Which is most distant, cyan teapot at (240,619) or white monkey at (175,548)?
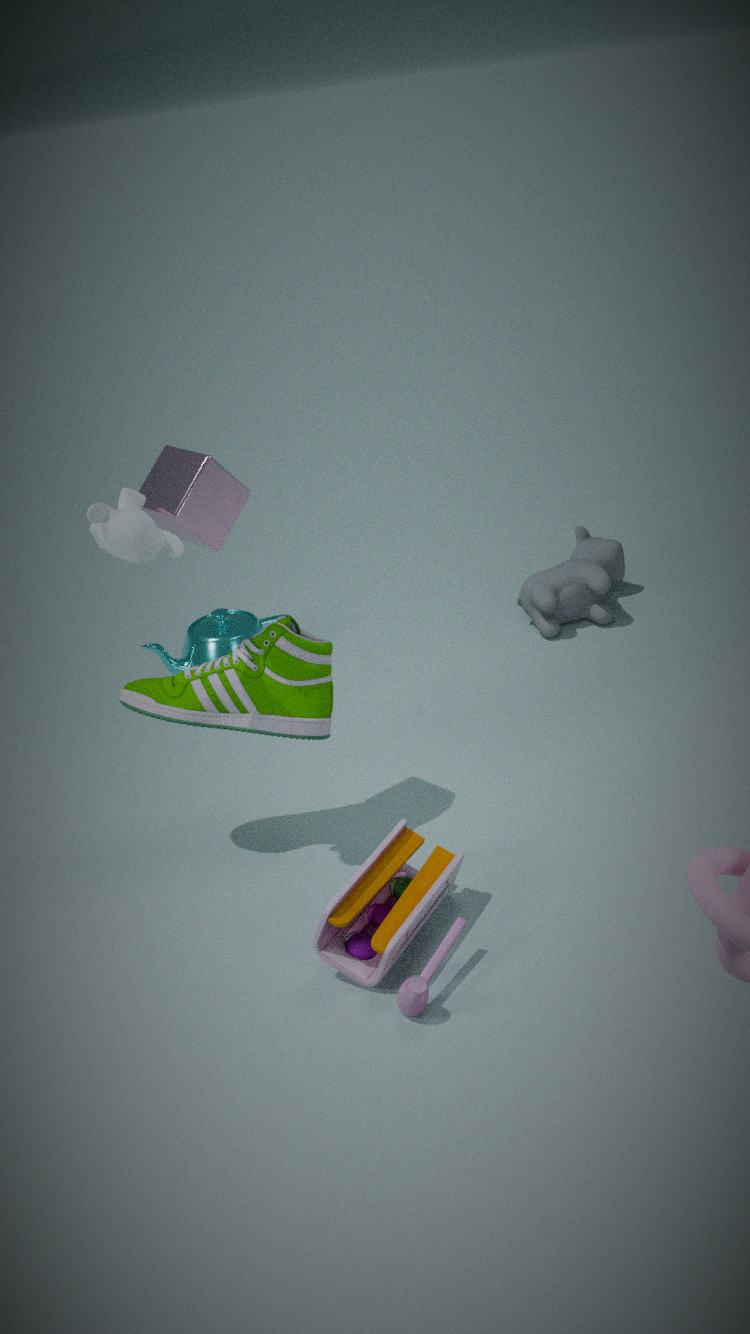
cyan teapot at (240,619)
